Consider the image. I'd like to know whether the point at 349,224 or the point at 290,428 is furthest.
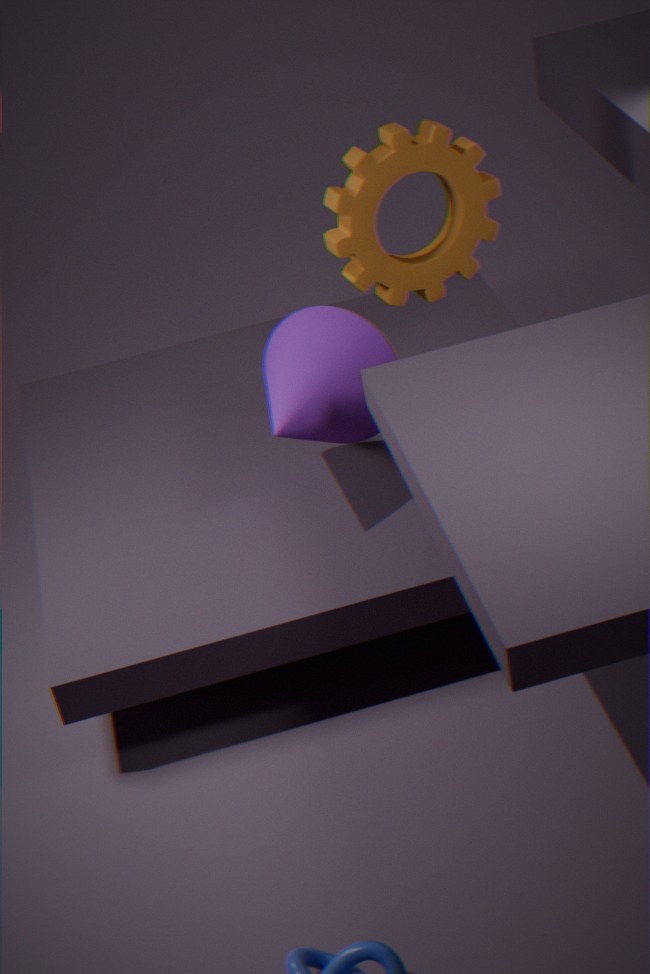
the point at 349,224
